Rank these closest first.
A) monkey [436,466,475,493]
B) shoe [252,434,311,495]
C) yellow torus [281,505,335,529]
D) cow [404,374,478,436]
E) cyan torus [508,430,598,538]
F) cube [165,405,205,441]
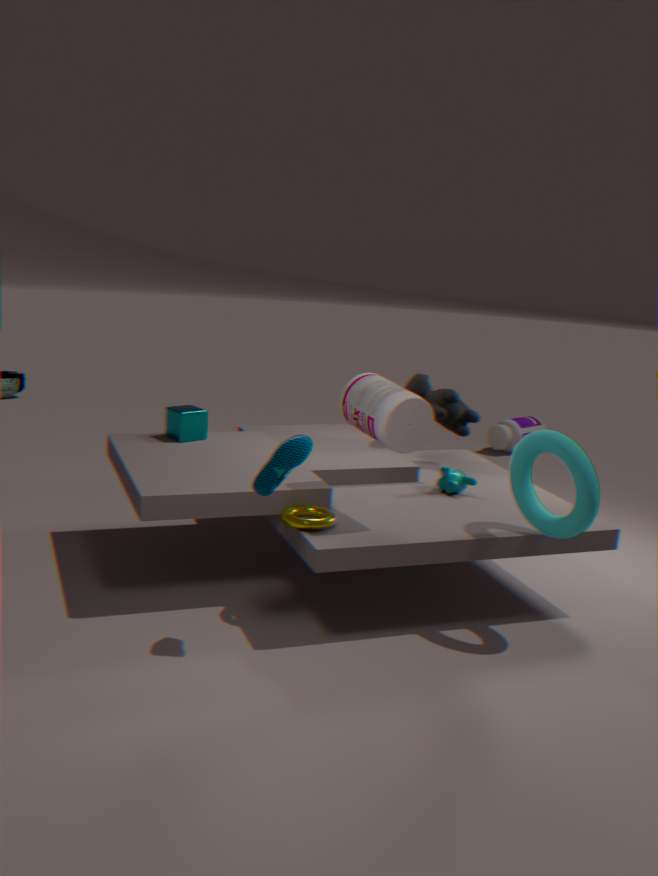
1. shoe [252,434,311,495]
2. cyan torus [508,430,598,538]
3. yellow torus [281,505,335,529]
4. monkey [436,466,475,493]
5. cube [165,405,205,441]
6. cow [404,374,478,436]
